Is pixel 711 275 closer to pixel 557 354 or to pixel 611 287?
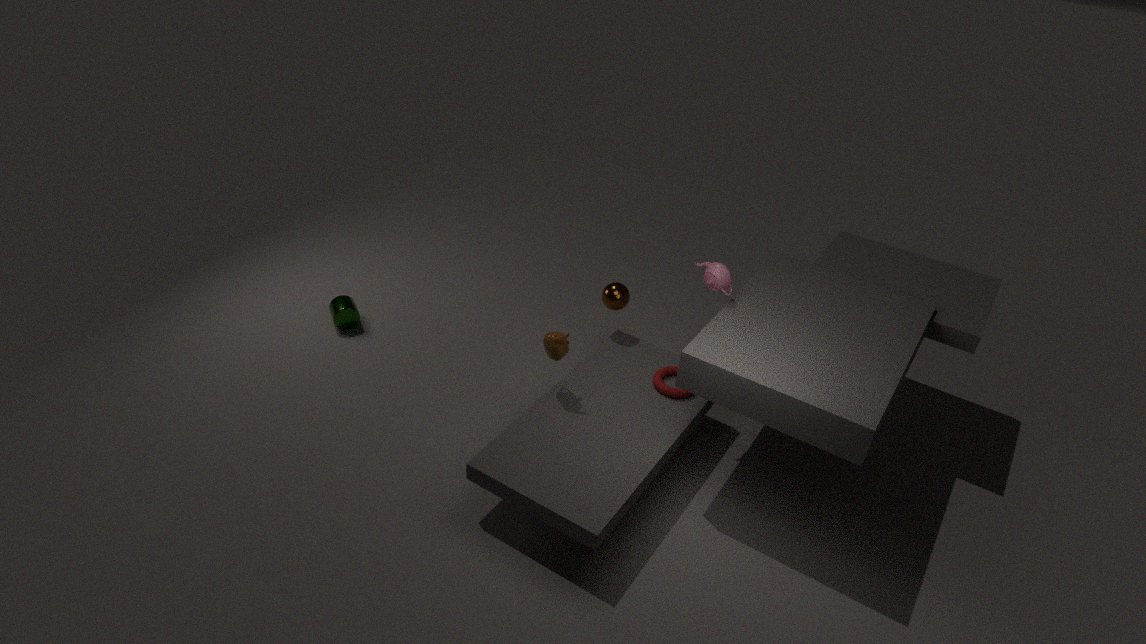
pixel 611 287
